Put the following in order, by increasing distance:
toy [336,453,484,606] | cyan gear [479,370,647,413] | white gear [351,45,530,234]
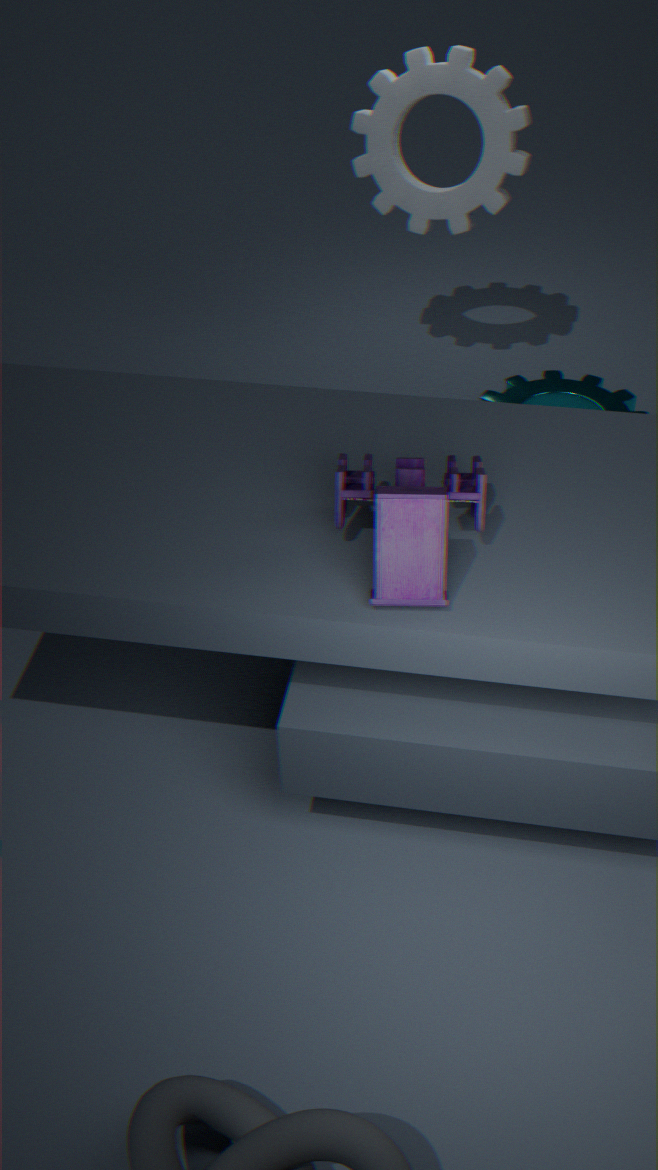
1. toy [336,453,484,606]
2. white gear [351,45,530,234]
3. cyan gear [479,370,647,413]
